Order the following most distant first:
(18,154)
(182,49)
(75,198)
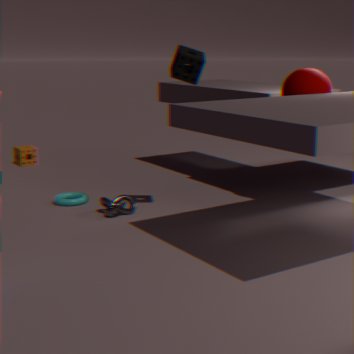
(18,154) → (75,198) → (182,49)
